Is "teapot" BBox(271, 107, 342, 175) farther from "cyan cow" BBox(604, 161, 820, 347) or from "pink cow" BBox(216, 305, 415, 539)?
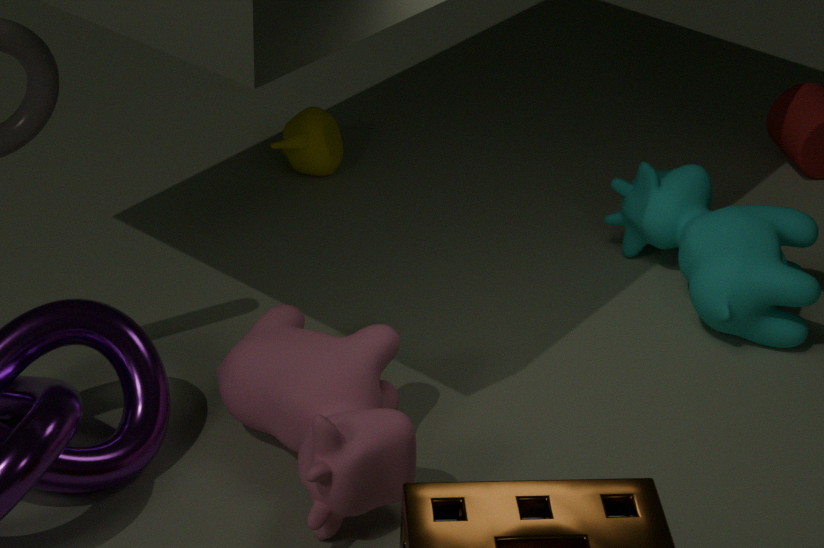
"pink cow" BBox(216, 305, 415, 539)
